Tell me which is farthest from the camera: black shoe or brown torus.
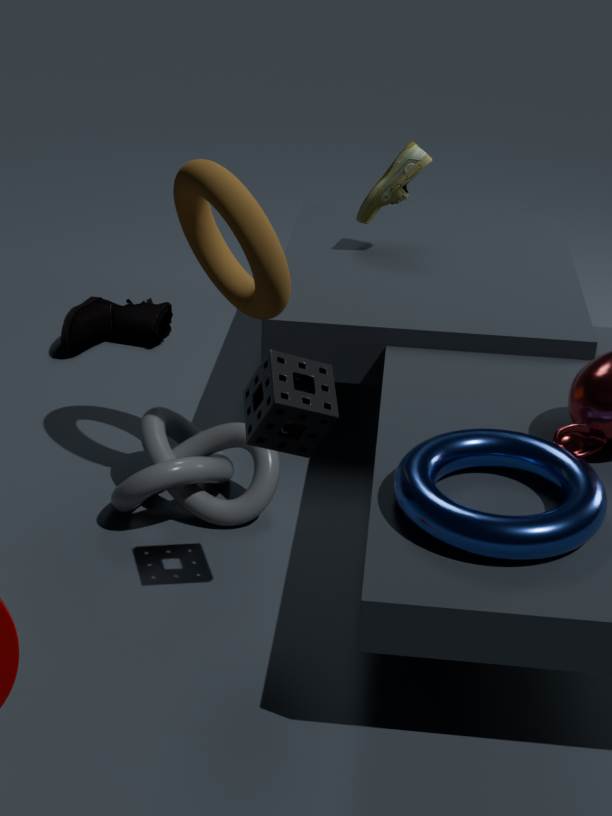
black shoe
